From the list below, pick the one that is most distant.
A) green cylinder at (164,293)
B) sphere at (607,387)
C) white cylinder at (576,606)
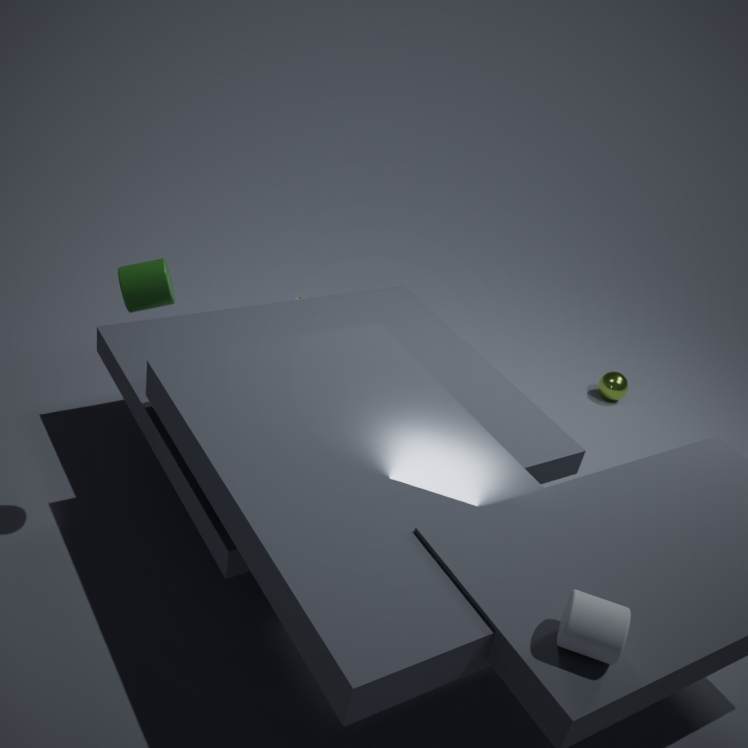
sphere at (607,387)
